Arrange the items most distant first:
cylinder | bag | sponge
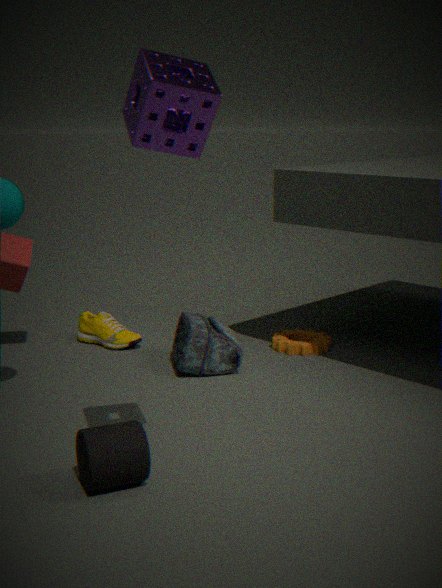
bag
cylinder
sponge
